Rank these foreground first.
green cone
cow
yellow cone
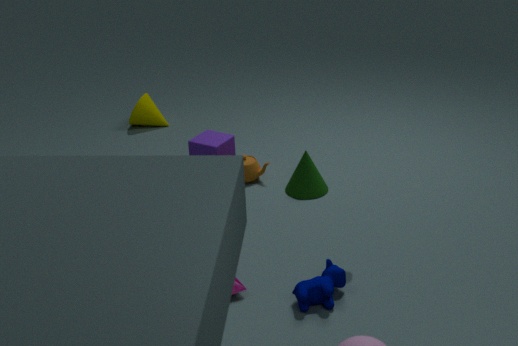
cow → green cone → yellow cone
